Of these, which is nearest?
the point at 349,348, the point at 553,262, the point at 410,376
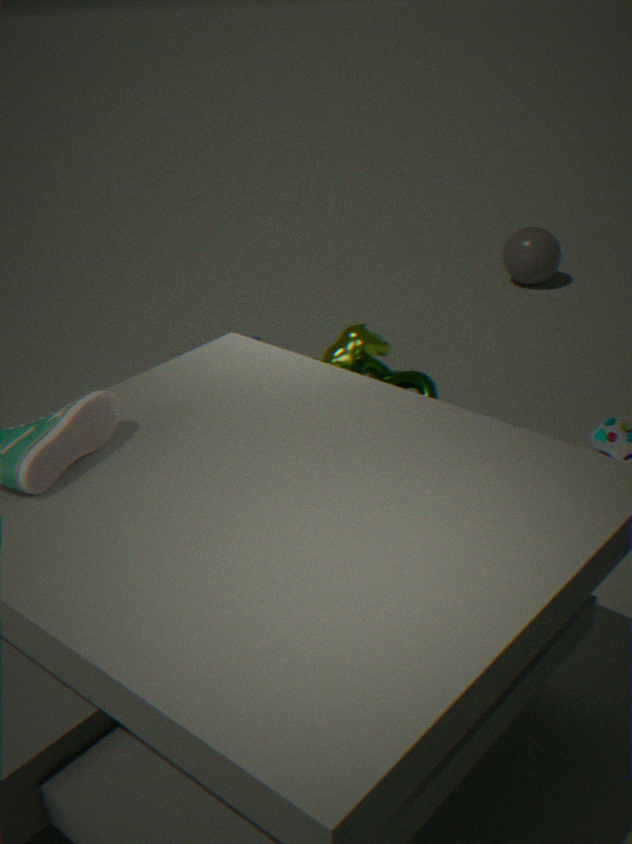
the point at 410,376
